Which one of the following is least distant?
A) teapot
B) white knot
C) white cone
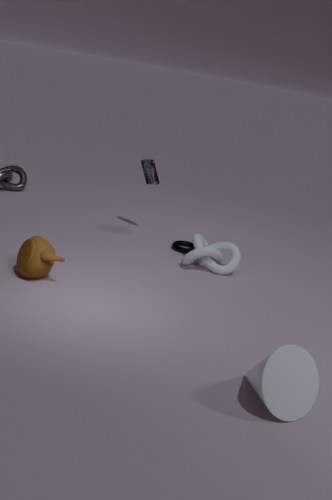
white cone
